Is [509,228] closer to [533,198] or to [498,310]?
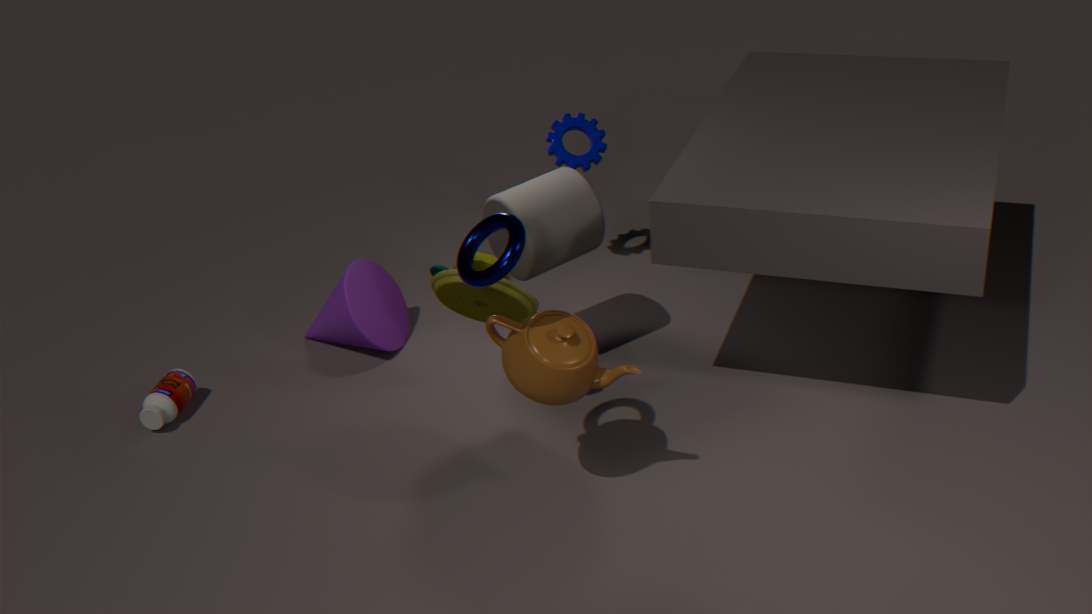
[498,310]
